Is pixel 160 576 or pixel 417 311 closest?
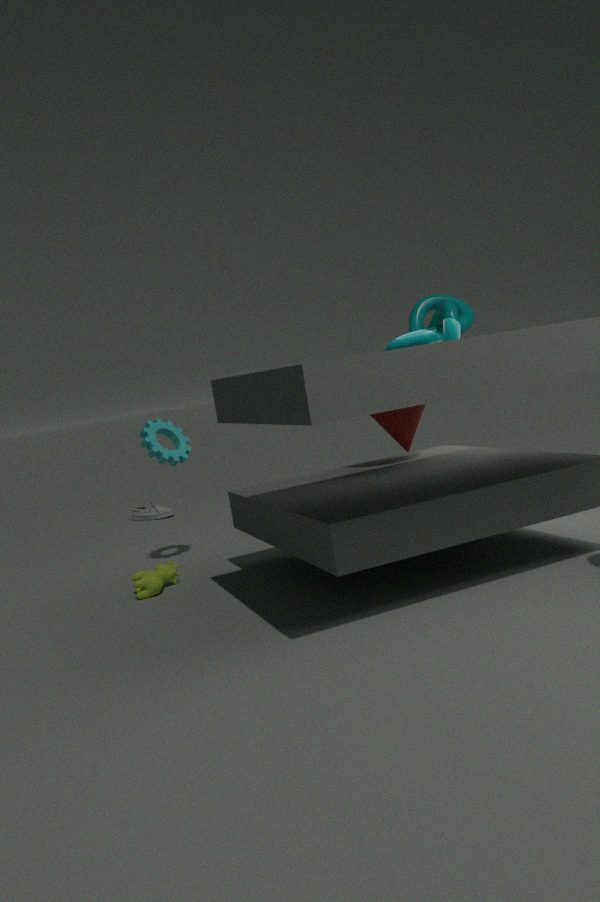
pixel 160 576
